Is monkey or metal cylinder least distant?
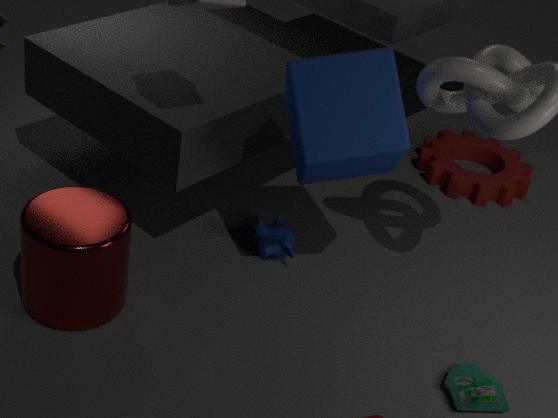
metal cylinder
